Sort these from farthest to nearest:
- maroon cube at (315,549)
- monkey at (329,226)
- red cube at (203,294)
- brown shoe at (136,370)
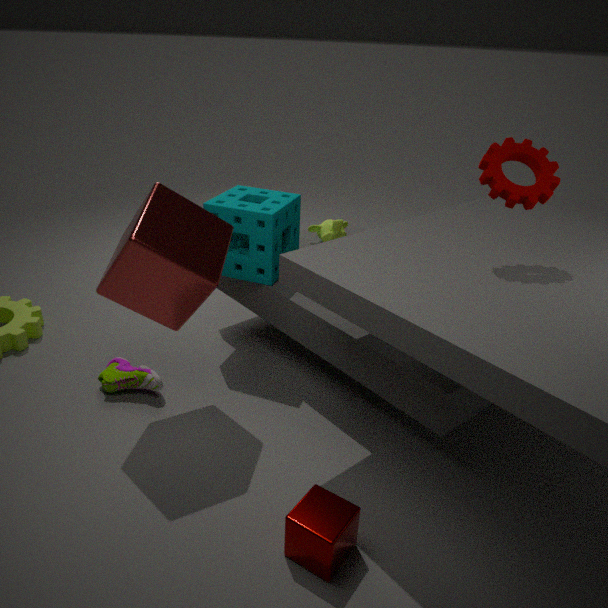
monkey at (329,226) < brown shoe at (136,370) < red cube at (203,294) < maroon cube at (315,549)
